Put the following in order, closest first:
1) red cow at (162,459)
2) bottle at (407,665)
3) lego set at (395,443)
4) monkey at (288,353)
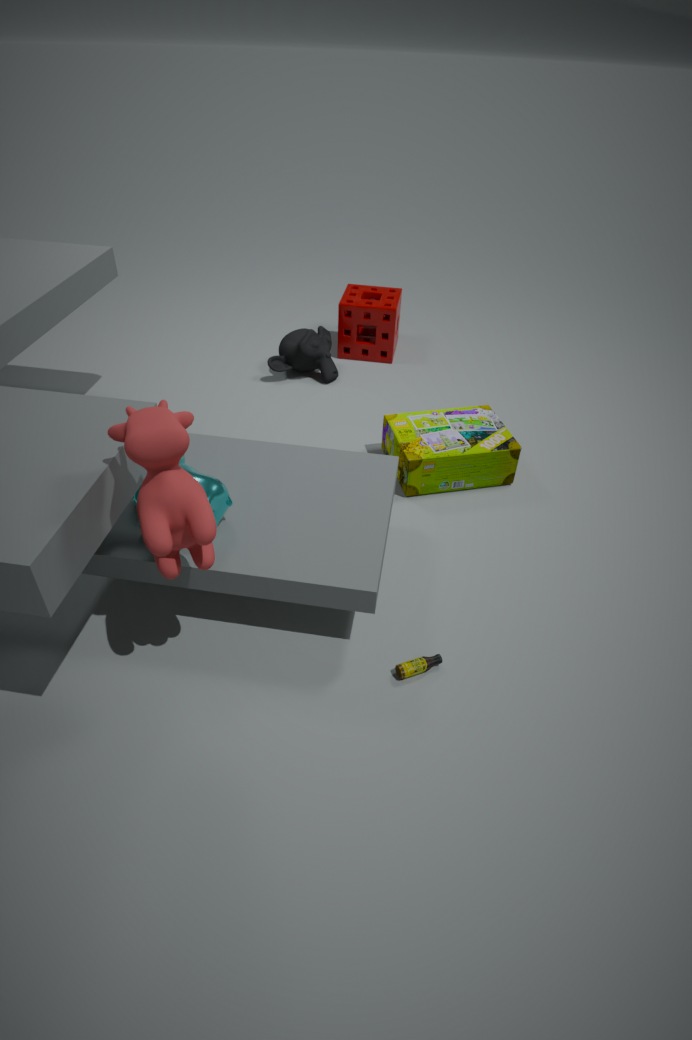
1. 1. red cow at (162,459)
2. 2. bottle at (407,665)
3. 3. lego set at (395,443)
4. 4. monkey at (288,353)
